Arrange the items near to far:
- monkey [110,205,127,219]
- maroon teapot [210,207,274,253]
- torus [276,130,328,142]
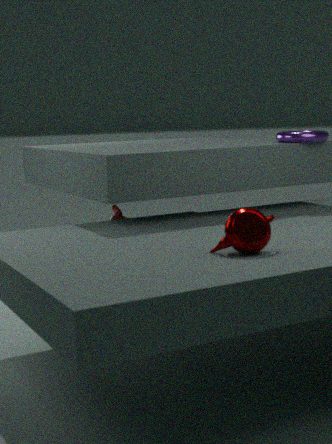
maroon teapot [210,207,274,253], torus [276,130,328,142], monkey [110,205,127,219]
